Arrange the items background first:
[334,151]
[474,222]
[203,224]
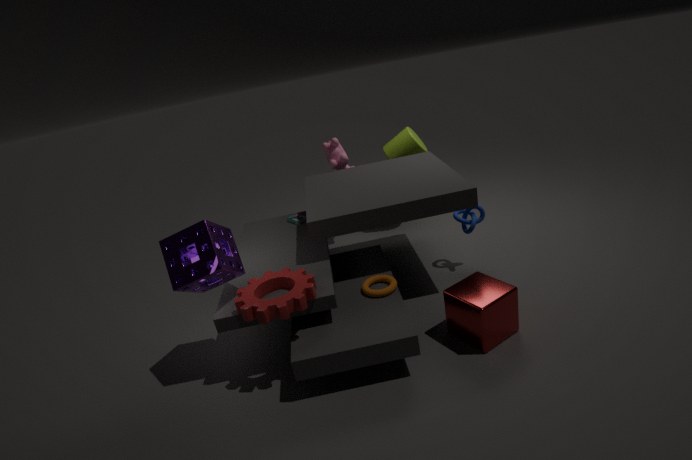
[334,151]
[474,222]
[203,224]
